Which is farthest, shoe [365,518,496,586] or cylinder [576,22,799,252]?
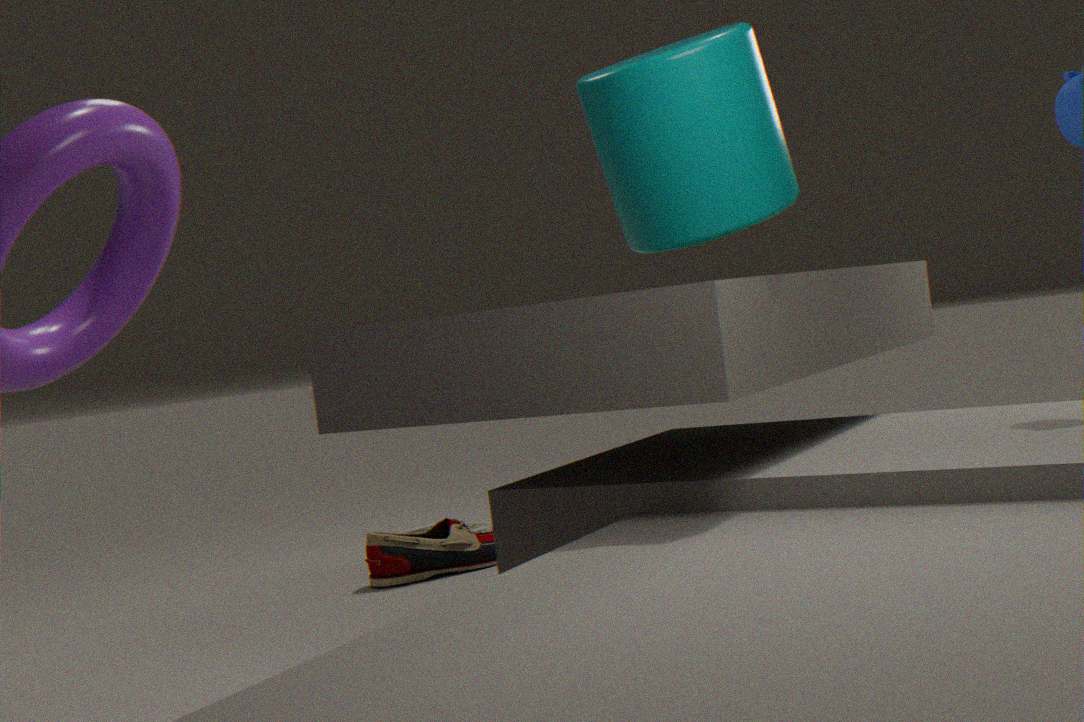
shoe [365,518,496,586]
